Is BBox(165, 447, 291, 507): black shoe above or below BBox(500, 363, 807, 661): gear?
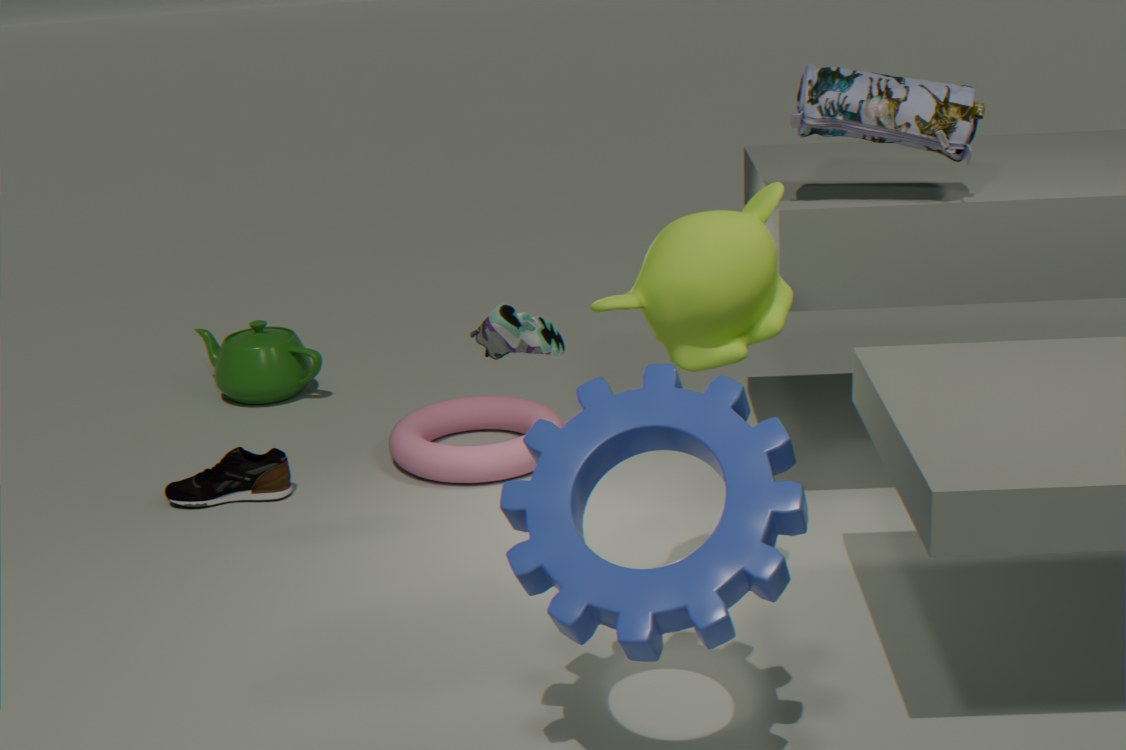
below
